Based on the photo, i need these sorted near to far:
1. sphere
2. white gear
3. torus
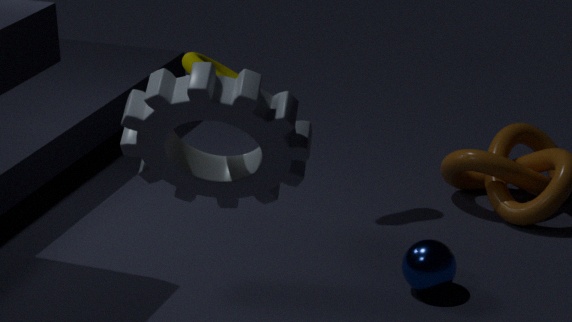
1. white gear
2. torus
3. sphere
